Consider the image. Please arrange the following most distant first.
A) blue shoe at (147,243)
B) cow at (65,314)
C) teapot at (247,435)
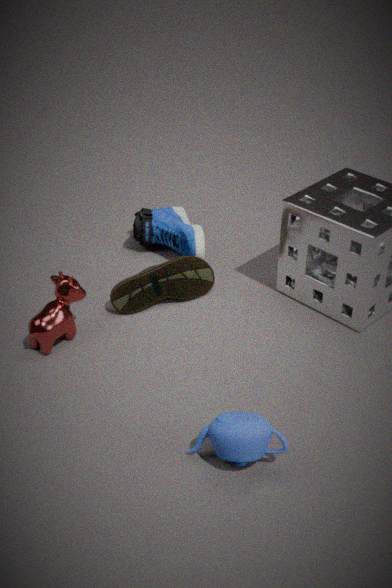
1. blue shoe at (147,243)
2. cow at (65,314)
3. teapot at (247,435)
